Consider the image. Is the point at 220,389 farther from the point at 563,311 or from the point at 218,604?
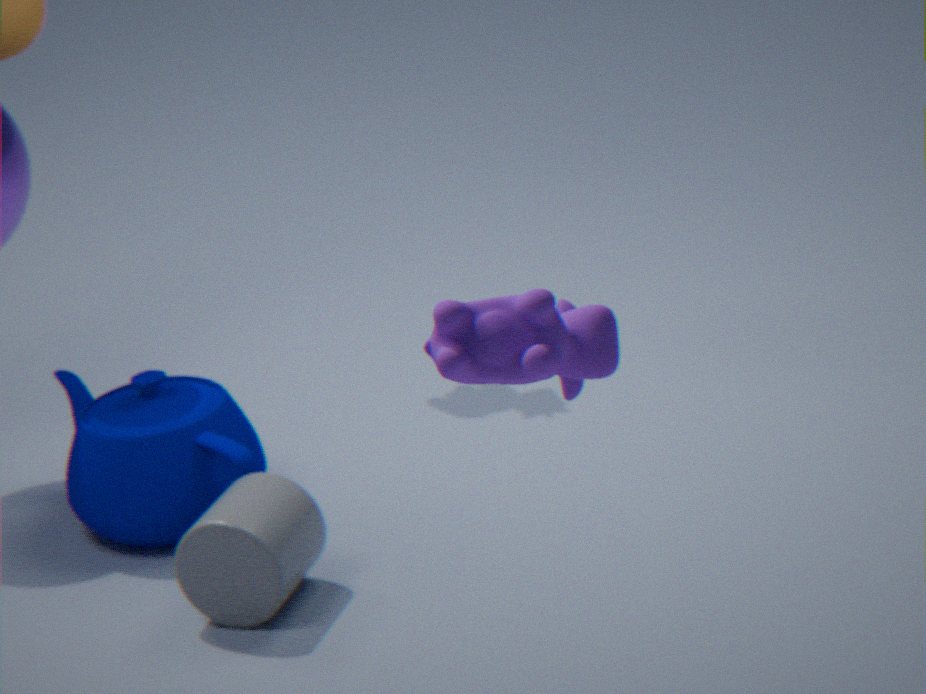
the point at 563,311
